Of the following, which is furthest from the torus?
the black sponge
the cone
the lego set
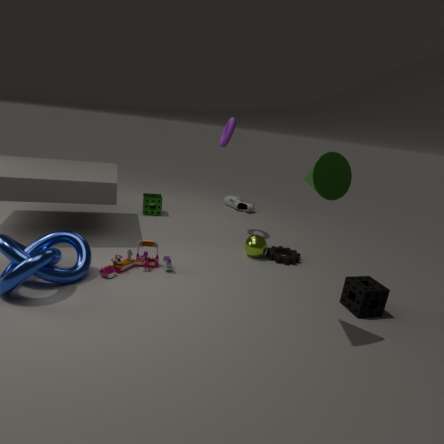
the black sponge
